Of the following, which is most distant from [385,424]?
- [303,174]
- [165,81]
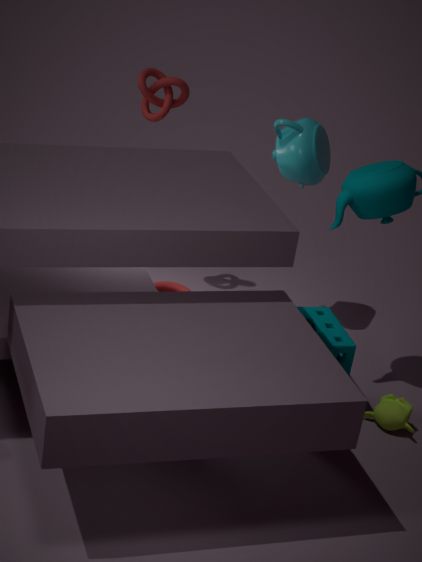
[165,81]
